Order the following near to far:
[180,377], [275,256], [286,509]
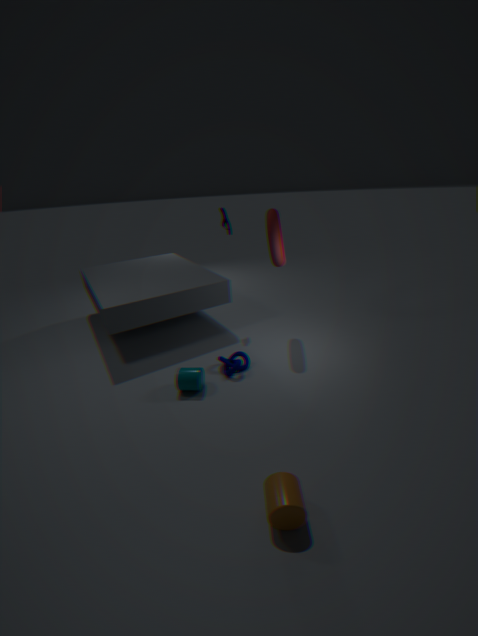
1. [286,509]
2. [180,377]
3. [275,256]
